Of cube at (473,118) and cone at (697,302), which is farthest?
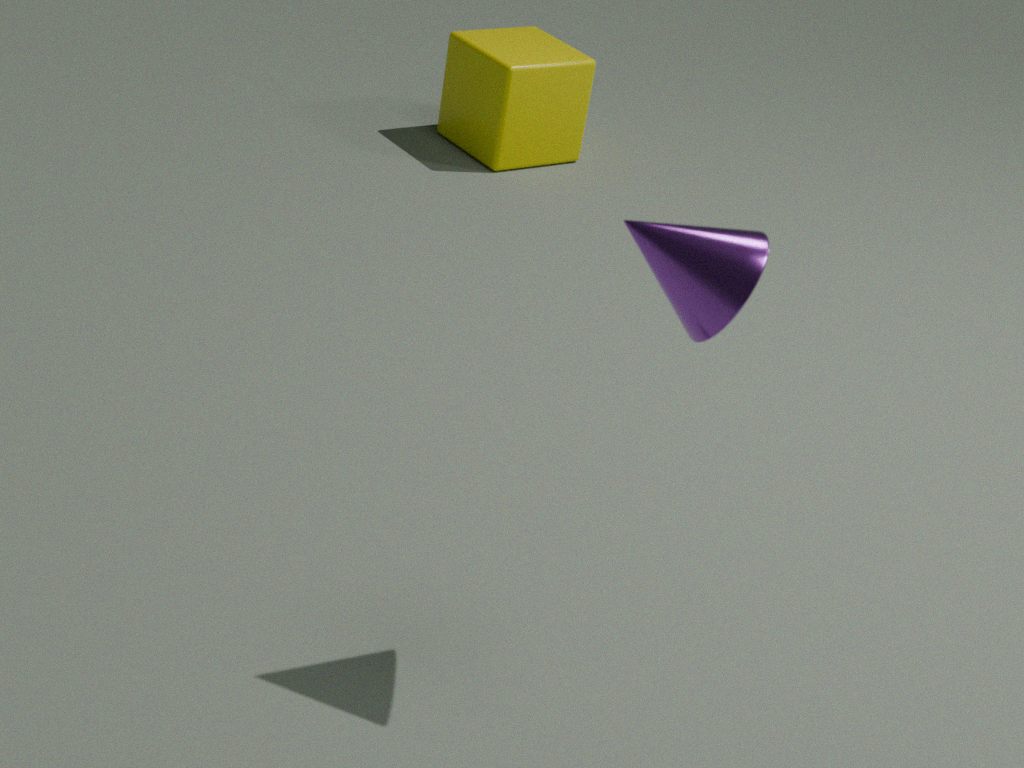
cube at (473,118)
